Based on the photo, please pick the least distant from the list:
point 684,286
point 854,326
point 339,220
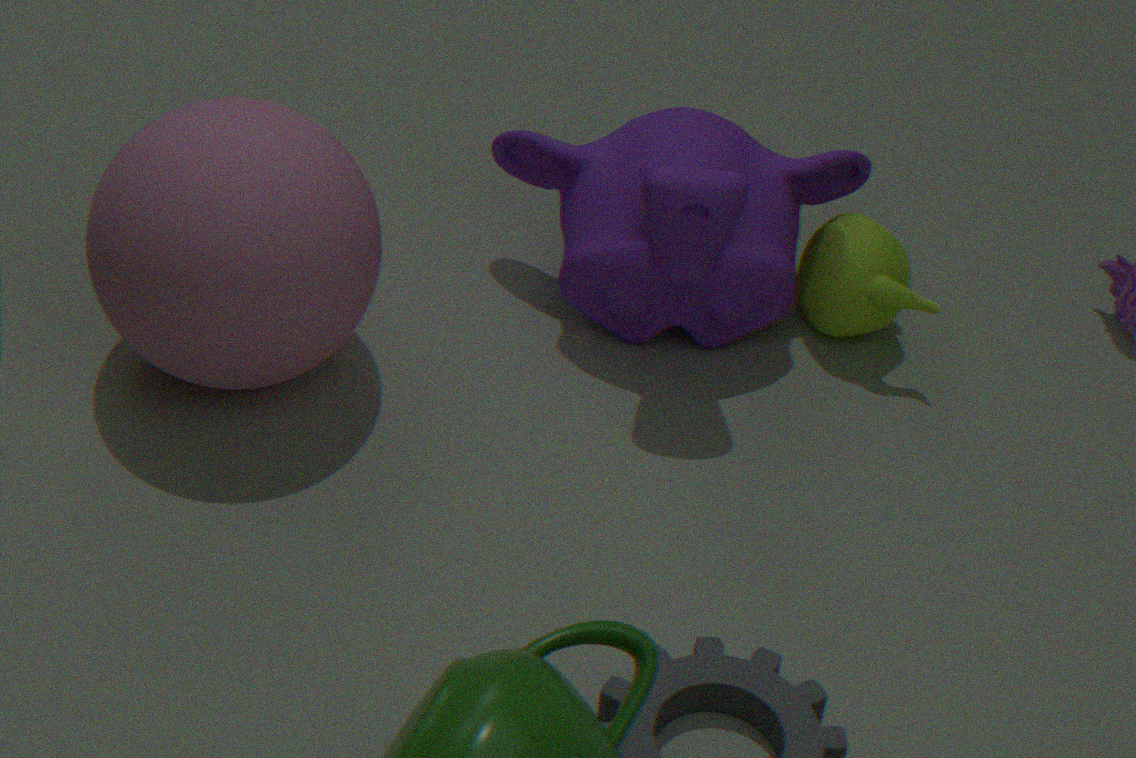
point 339,220
